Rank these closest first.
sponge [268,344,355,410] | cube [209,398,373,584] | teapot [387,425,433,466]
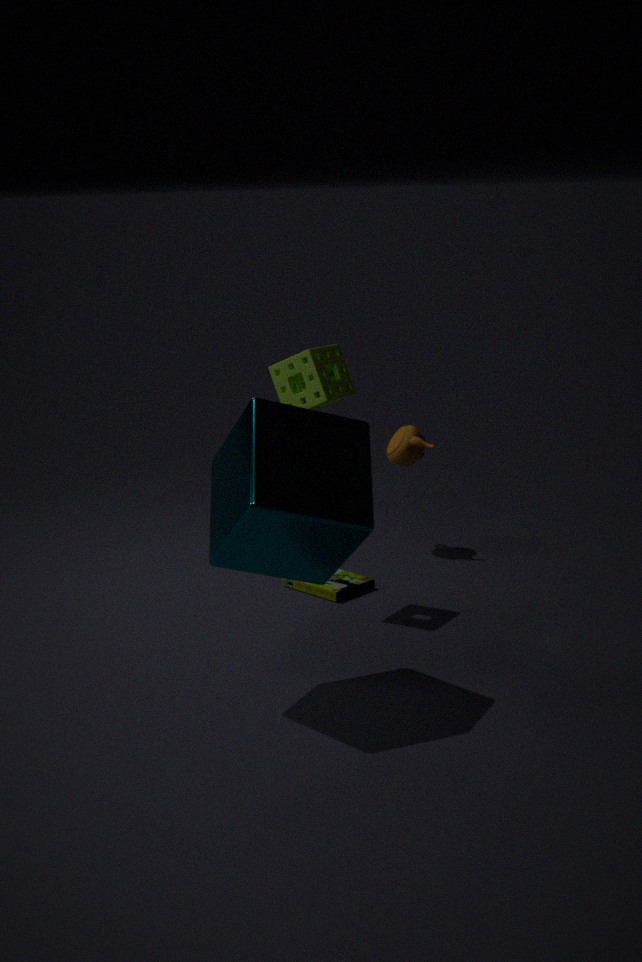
cube [209,398,373,584], sponge [268,344,355,410], teapot [387,425,433,466]
